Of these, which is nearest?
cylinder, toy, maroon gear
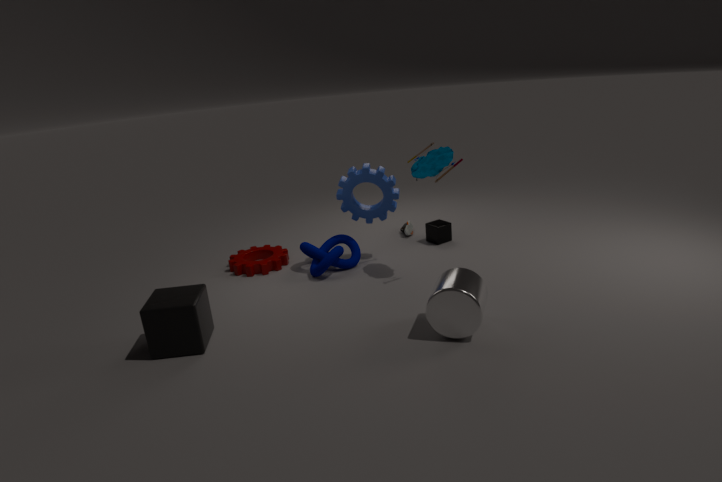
cylinder
